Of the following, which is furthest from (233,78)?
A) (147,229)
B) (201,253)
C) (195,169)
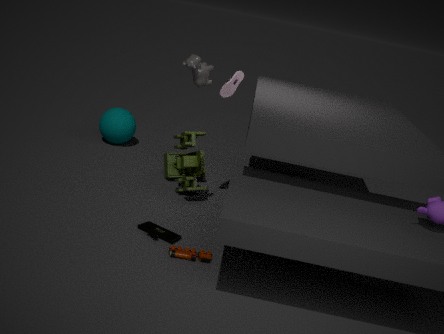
(201,253)
